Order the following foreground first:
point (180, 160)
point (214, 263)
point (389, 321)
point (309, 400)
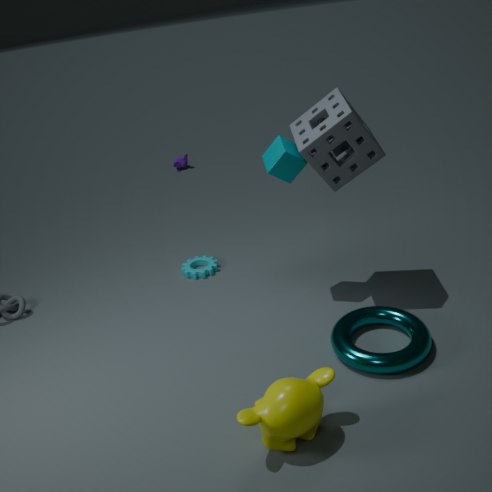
point (309, 400)
point (389, 321)
point (214, 263)
point (180, 160)
